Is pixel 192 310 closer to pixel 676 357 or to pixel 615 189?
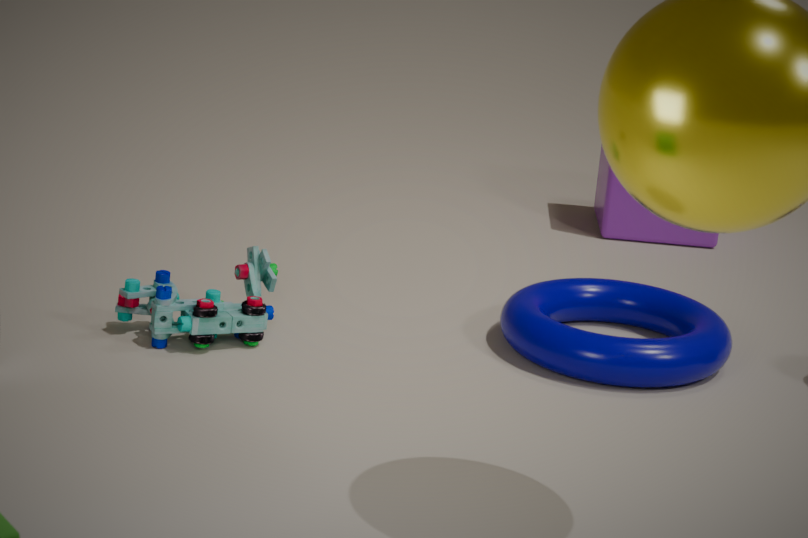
pixel 676 357
